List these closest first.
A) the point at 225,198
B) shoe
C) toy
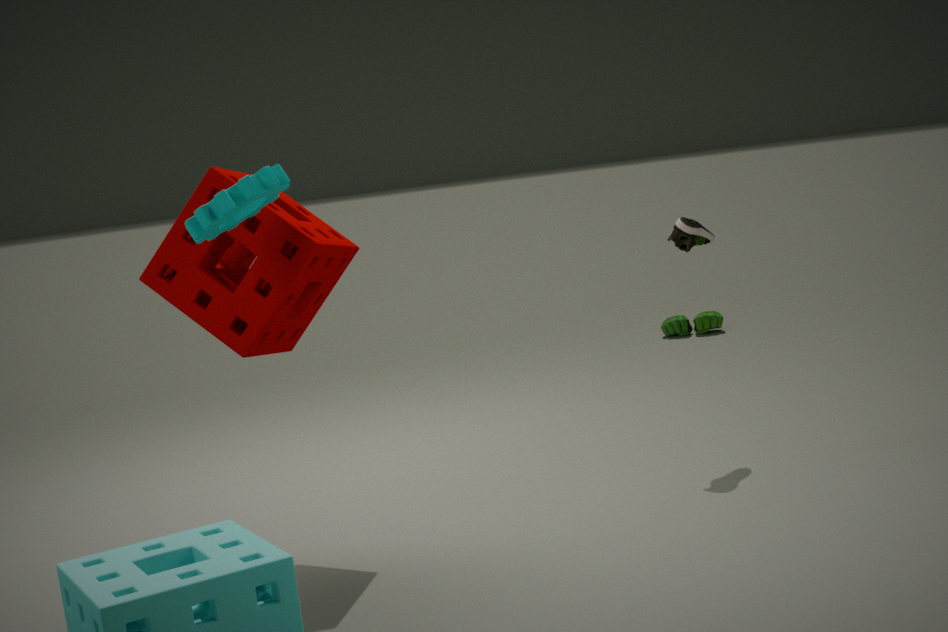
1. shoe
2. toy
3. the point at 225,198
